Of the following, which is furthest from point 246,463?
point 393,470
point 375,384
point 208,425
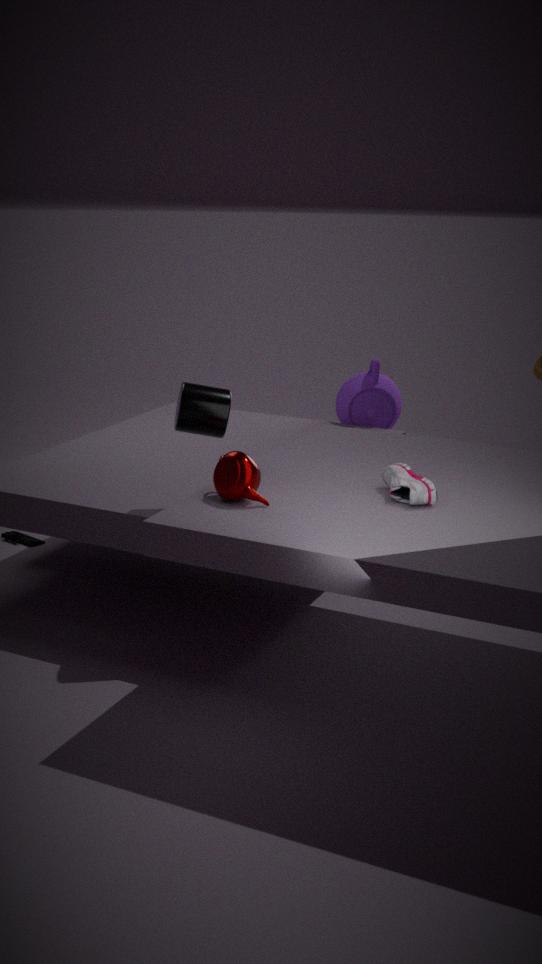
point 375,384
